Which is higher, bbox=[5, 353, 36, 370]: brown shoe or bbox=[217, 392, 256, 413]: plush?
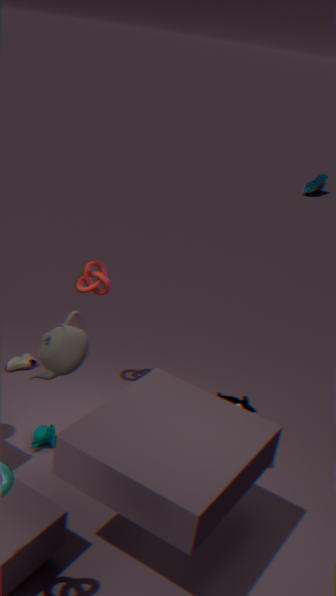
bbox=[217, 392, 256, 413]: plush
